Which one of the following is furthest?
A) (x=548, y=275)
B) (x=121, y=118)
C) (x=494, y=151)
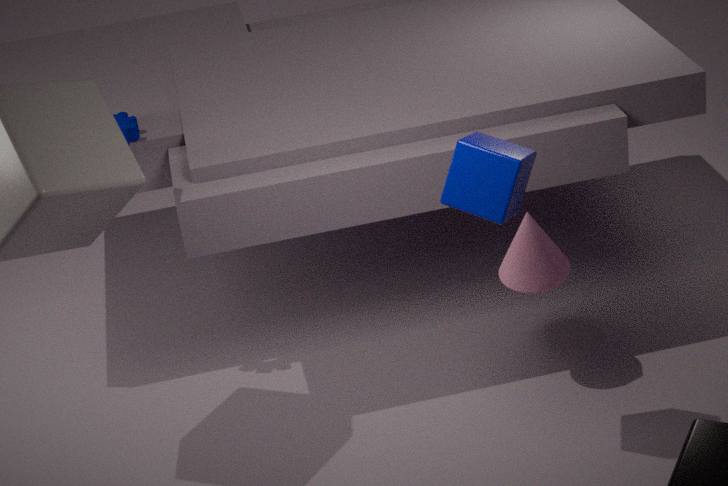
B. (x=121, y=118)
